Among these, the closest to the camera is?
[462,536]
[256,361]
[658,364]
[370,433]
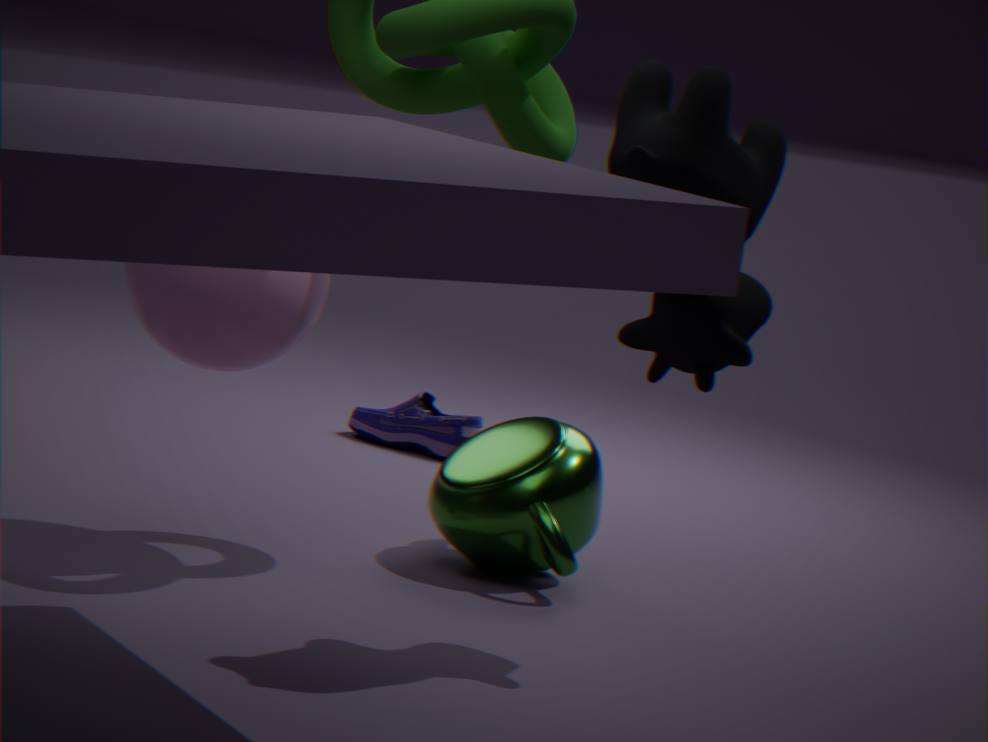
[658,364]
